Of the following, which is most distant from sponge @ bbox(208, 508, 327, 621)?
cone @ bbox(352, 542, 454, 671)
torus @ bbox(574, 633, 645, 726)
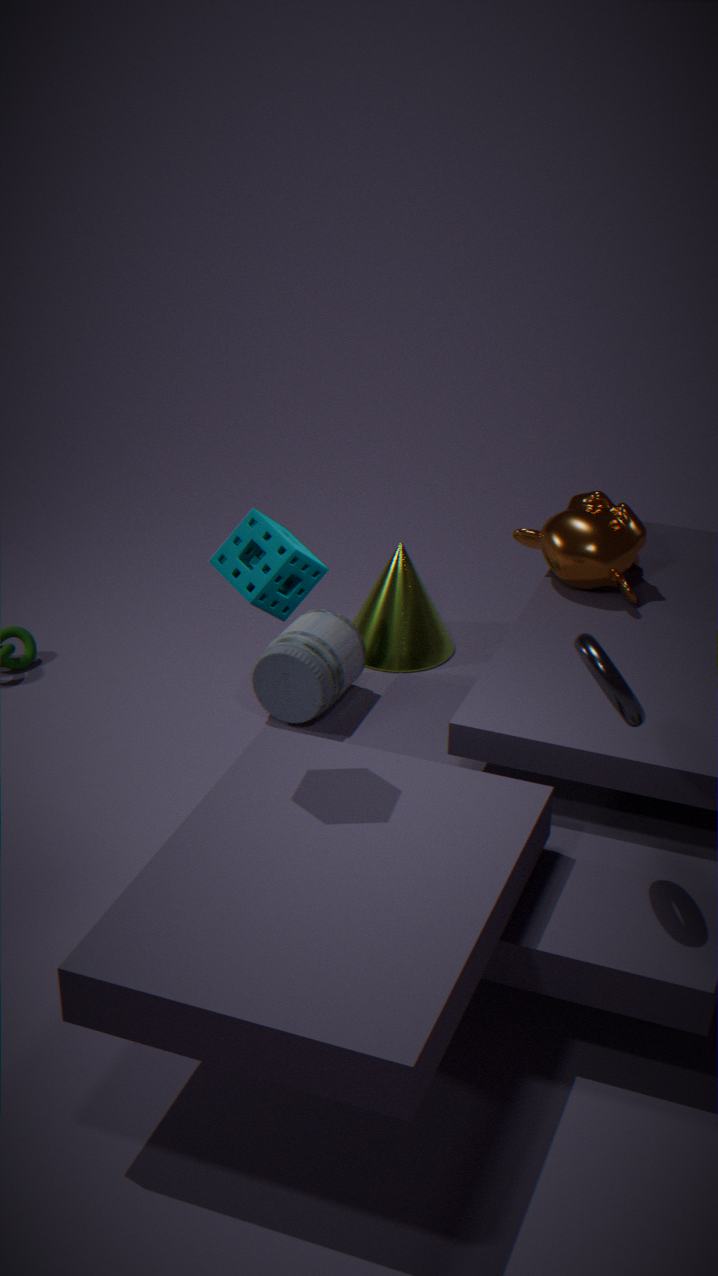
cone @ bbox(352, 542, 454, 671)
